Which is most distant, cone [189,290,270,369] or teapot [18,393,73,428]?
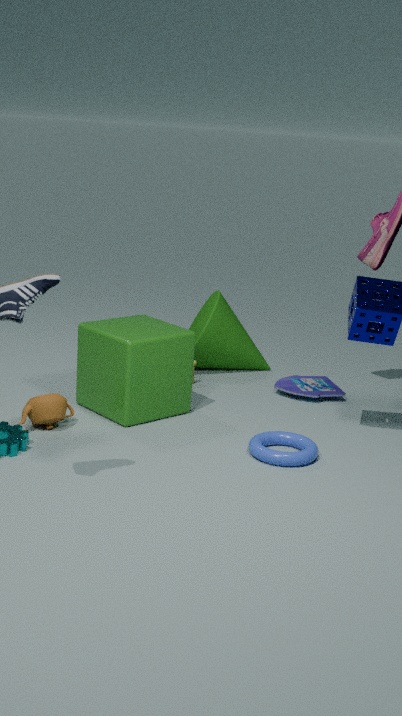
cone [189,290,270,369]
